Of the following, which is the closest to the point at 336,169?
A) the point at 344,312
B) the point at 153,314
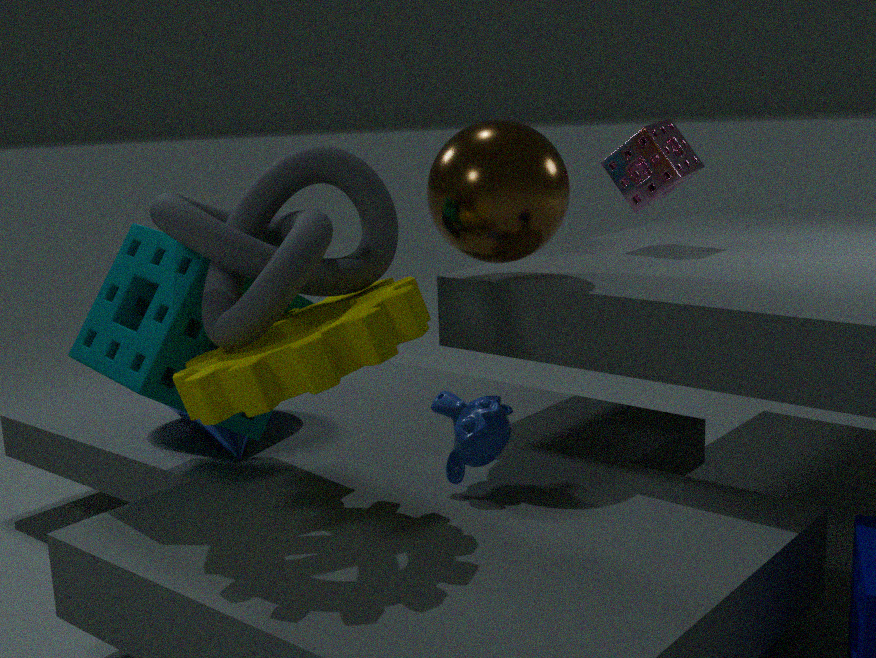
the point at 344,312
